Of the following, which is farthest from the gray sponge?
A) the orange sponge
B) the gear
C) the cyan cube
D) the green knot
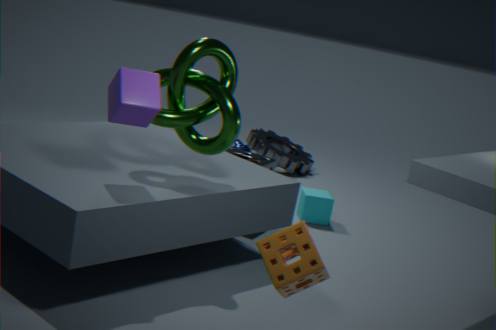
the orange sponge
